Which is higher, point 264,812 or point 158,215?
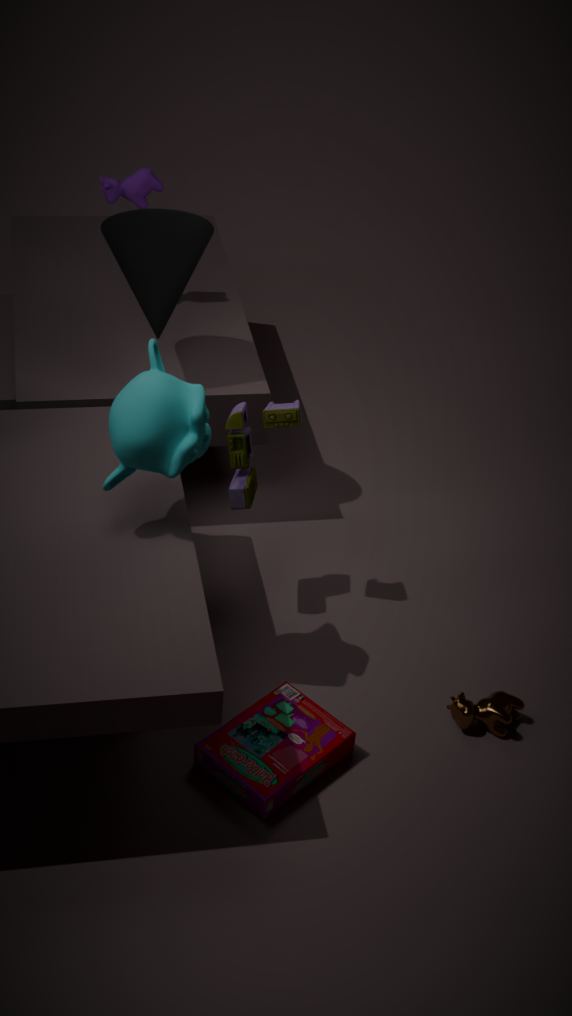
point 158,215
